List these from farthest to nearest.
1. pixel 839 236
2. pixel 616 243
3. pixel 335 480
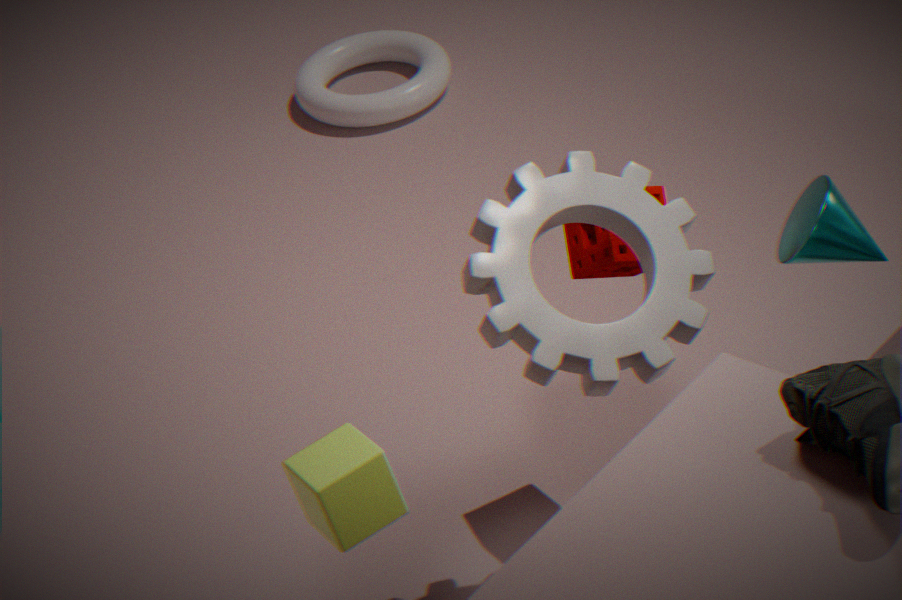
pixel 616 243
pixel 839 236
pixel 335 480
